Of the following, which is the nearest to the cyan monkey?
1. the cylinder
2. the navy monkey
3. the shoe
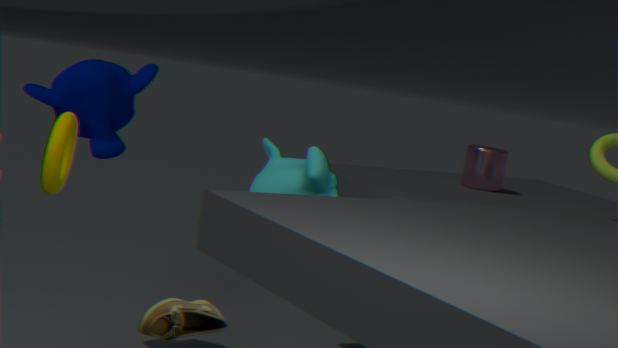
the navy monkey
